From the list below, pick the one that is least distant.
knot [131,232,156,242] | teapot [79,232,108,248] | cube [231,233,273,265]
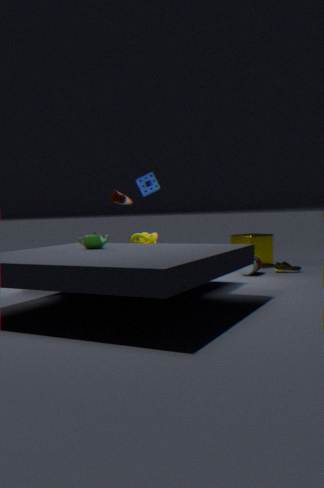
teapot [79,232,108,248]
